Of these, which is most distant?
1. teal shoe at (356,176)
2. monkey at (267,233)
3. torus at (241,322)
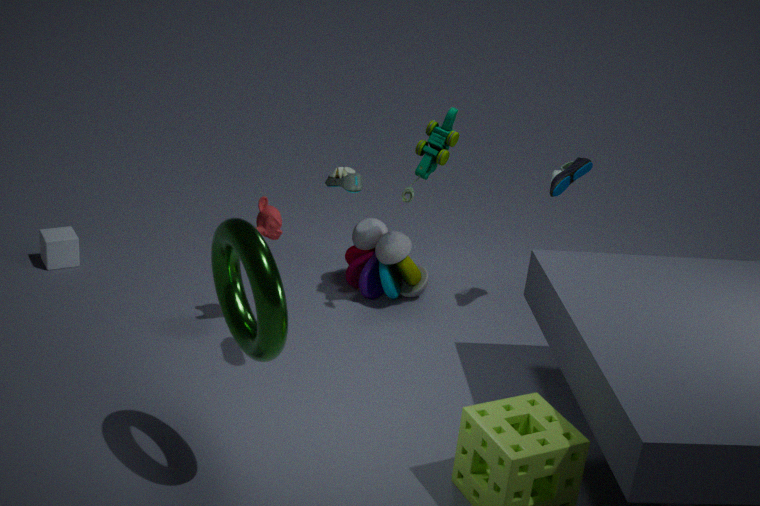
monkey at (267,233)
